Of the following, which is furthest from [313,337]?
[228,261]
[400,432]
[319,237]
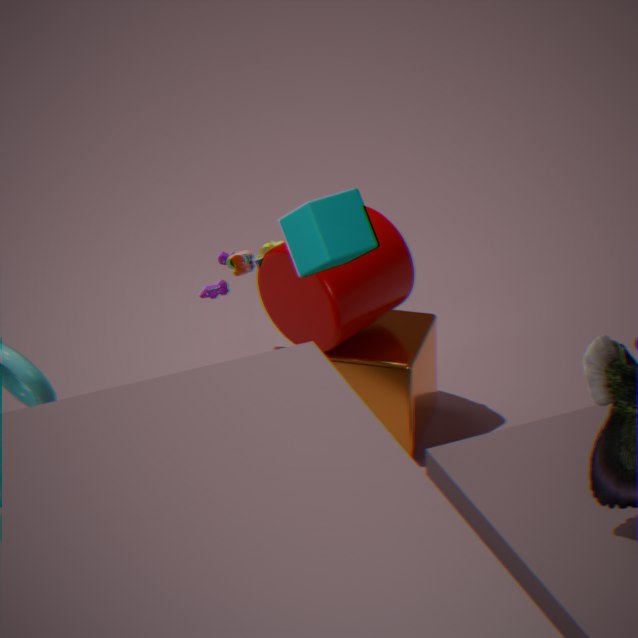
[319,237]
